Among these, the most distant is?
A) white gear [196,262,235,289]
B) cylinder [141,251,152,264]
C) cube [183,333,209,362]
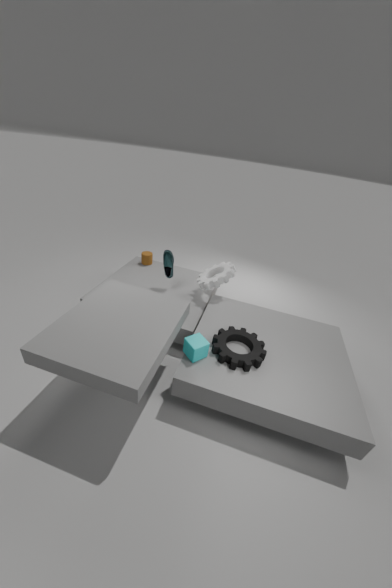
cylinder [141,251,152,264]
